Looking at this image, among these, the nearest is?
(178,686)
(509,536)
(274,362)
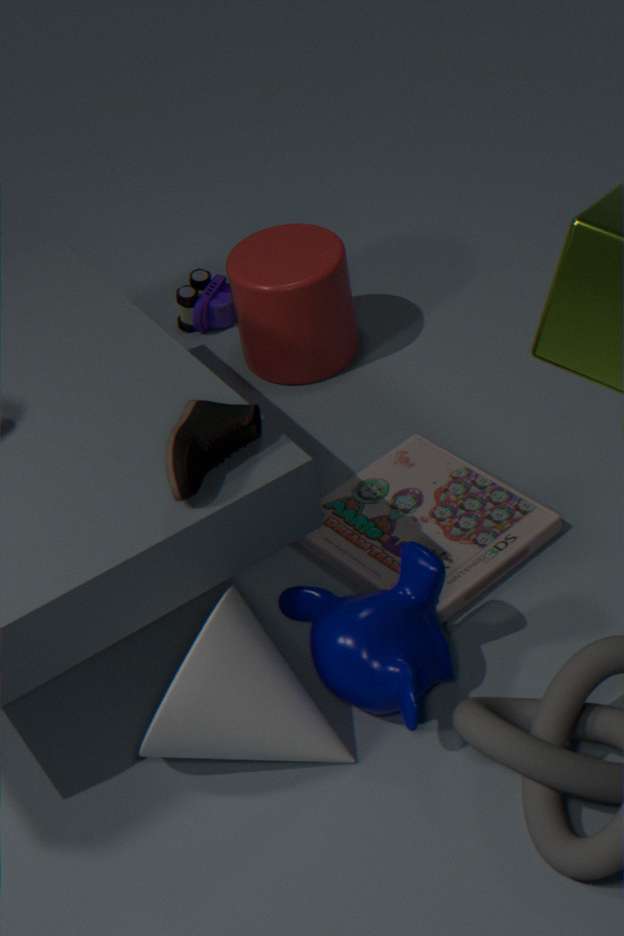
(178,686)
